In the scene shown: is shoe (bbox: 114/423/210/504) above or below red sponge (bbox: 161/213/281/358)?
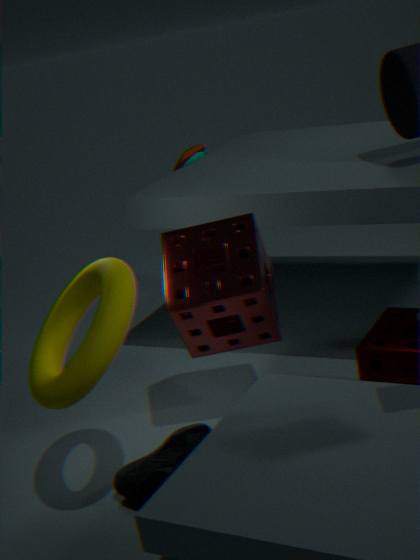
below
